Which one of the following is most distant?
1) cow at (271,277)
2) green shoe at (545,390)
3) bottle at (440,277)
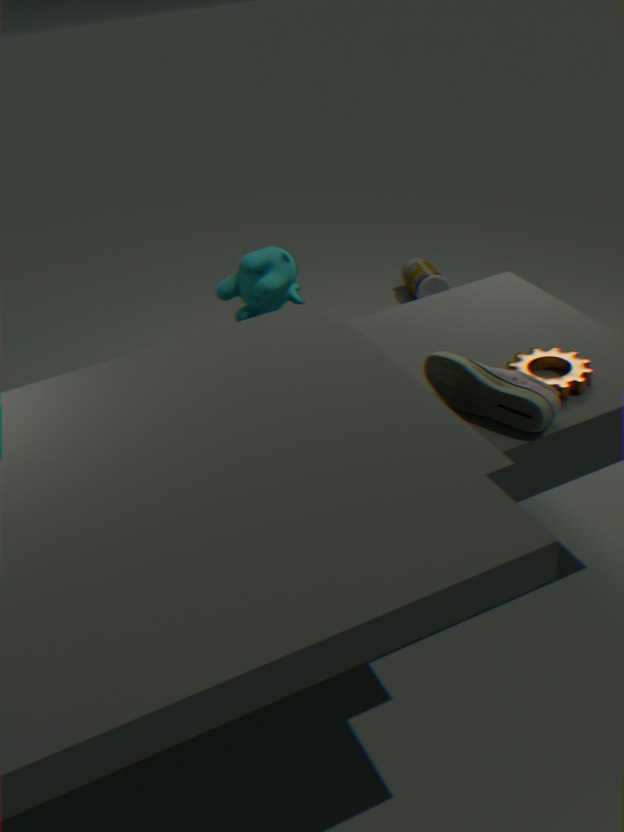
3. bottle at (440,277)
